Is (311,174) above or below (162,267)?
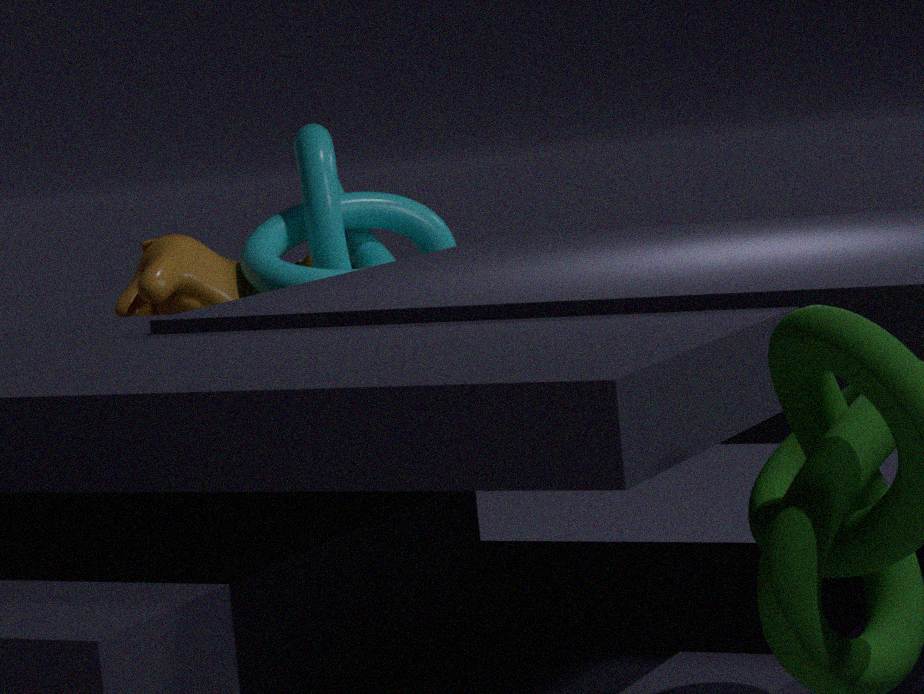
above
